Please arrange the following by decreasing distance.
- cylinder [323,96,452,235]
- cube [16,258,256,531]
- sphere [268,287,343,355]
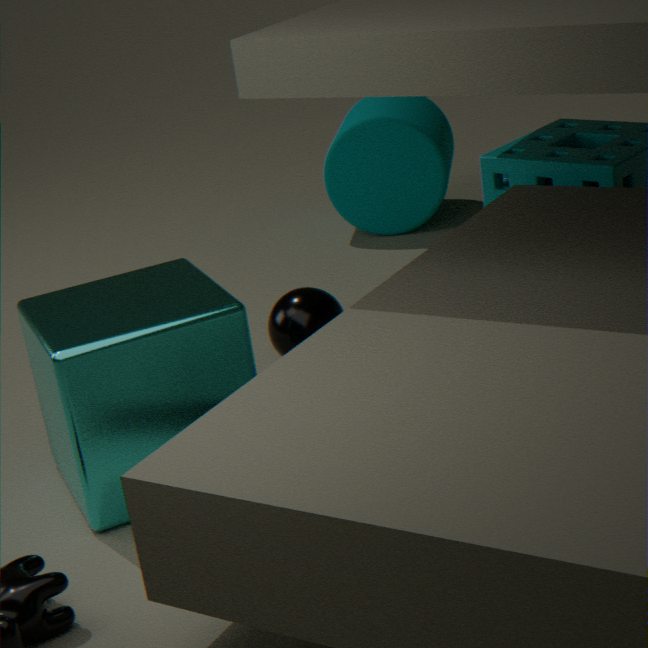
cylinder [323,96,452,235]
sphere [268,287,343,355]
cube [16,258,256,531]
